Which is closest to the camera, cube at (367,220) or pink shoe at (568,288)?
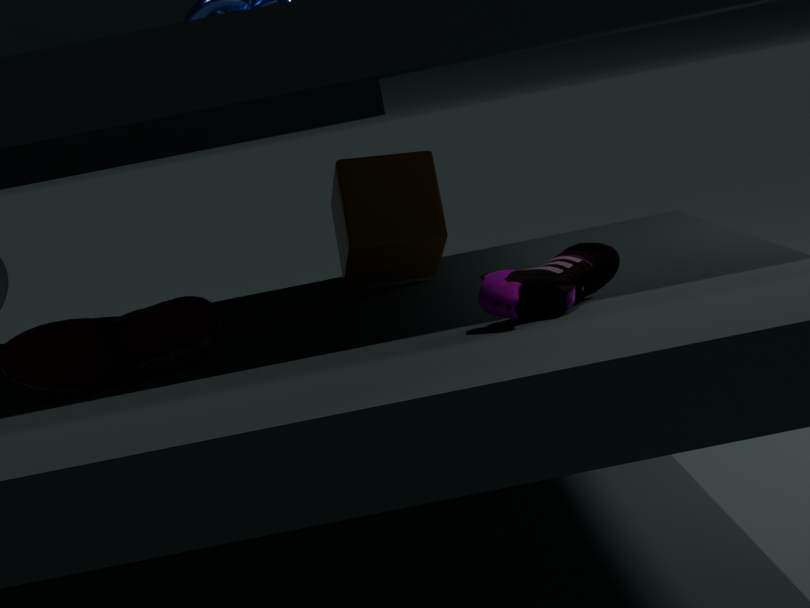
pink shoe at (568,288)
